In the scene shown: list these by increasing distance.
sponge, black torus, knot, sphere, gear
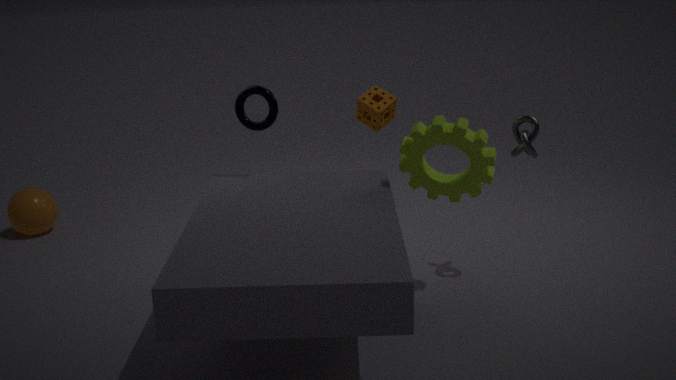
gear < knot < black torus < sponge < sphere
